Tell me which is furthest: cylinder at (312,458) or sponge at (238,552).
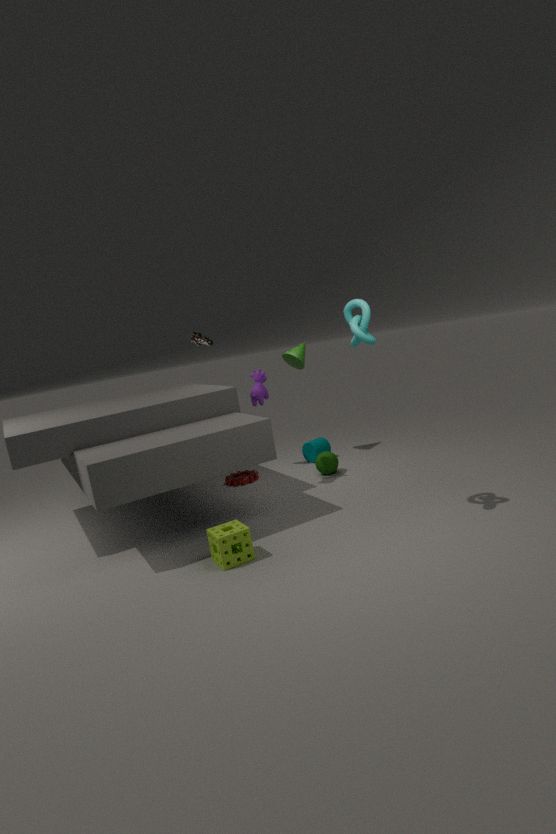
cylinder at (312,458)
